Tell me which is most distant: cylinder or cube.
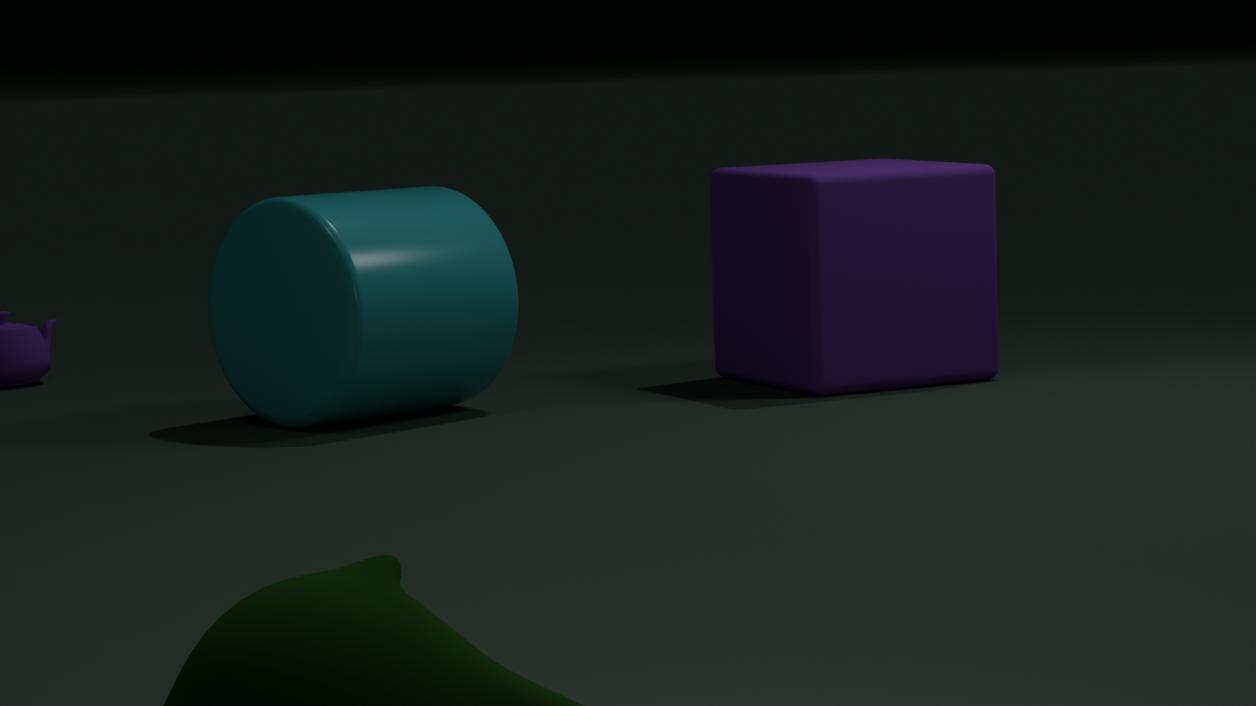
cube
